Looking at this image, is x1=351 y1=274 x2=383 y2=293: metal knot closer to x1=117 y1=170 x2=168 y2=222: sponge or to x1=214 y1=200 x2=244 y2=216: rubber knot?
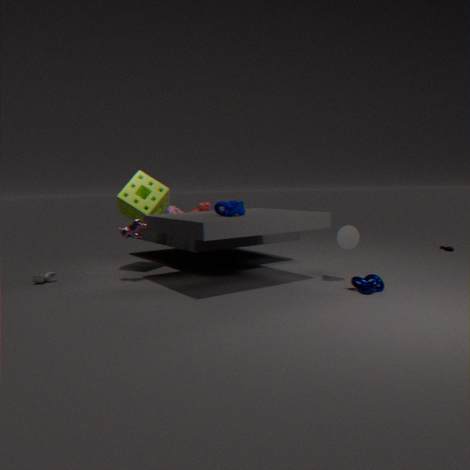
x1=214 y1=200 x2=244 y2=216: rubber knot
